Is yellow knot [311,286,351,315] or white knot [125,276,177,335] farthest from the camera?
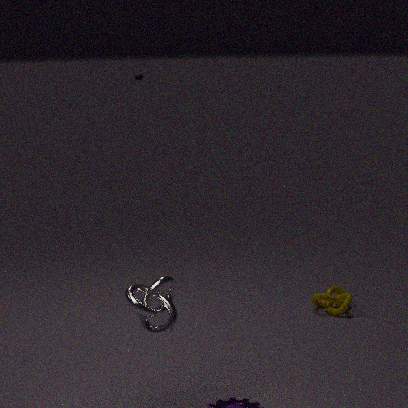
yellow knot [311,286,351,315]
